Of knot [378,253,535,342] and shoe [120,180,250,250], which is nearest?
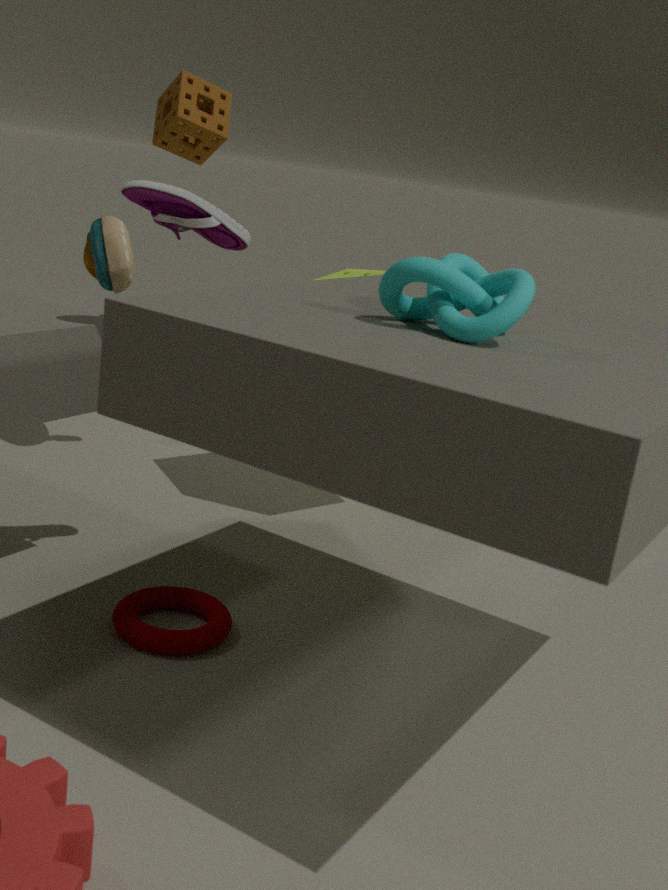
Result: knot [378,253,535,342]
